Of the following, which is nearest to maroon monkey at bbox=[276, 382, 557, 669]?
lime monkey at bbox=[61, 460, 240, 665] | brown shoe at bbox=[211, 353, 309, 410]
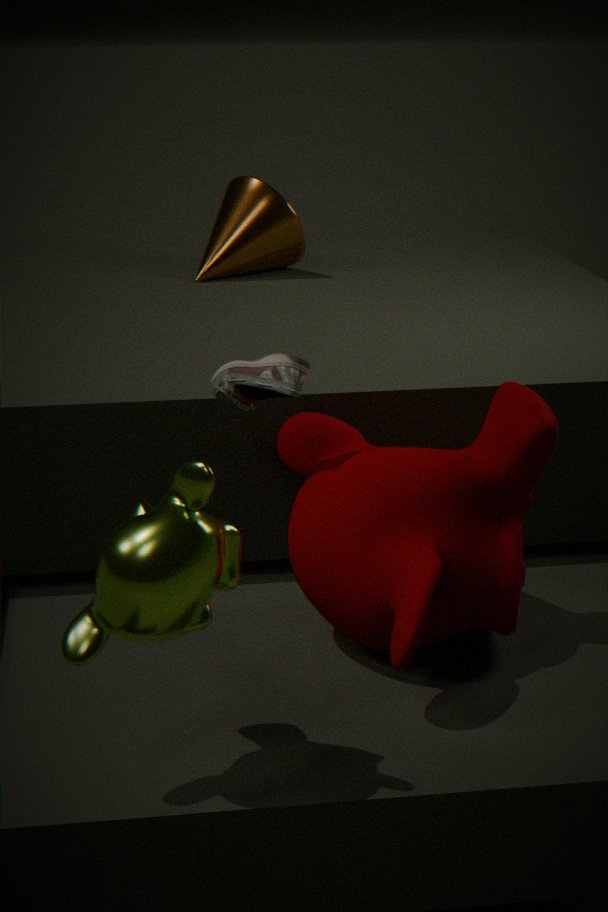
brown shoe at bbox=[211, 353, 309, 410]
